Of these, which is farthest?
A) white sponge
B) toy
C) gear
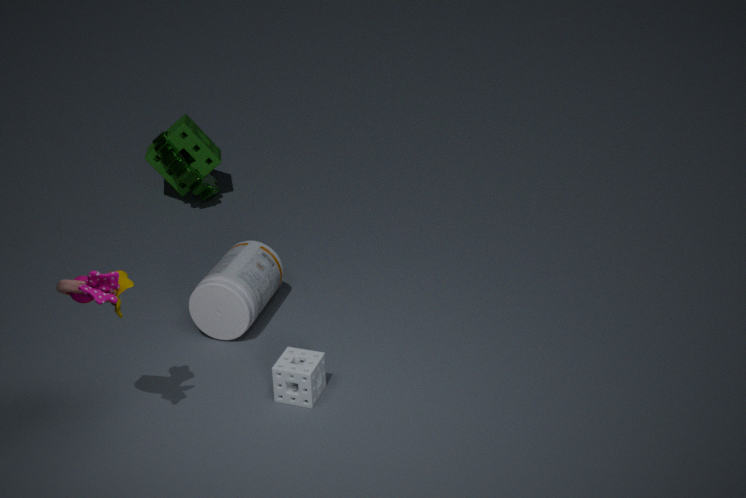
gear
